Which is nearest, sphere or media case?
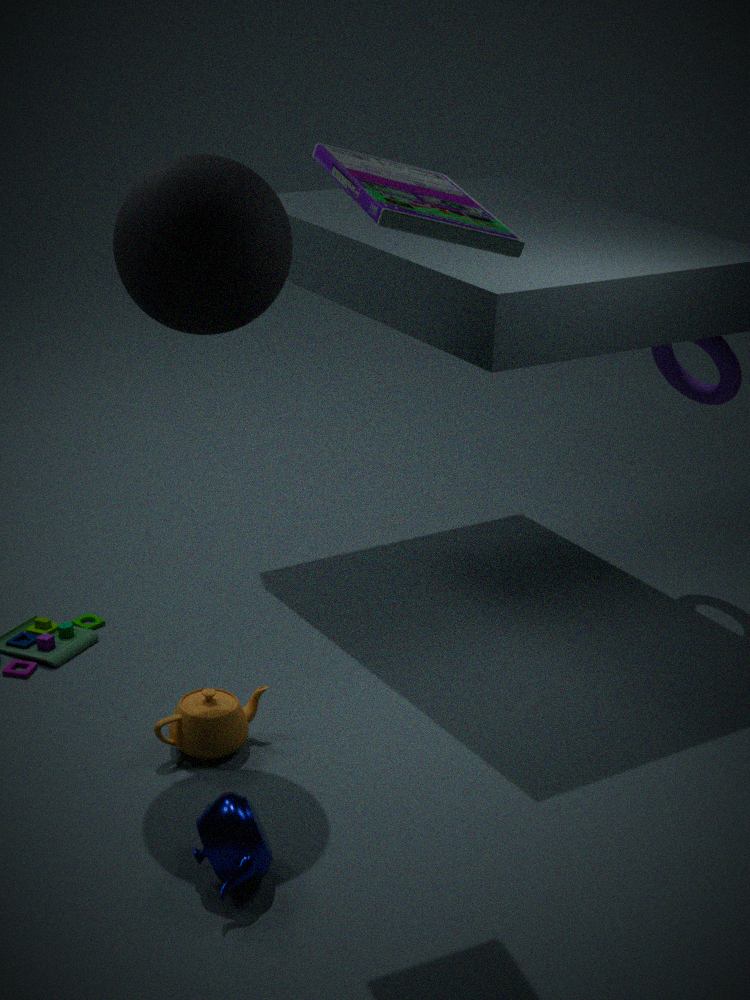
media case
